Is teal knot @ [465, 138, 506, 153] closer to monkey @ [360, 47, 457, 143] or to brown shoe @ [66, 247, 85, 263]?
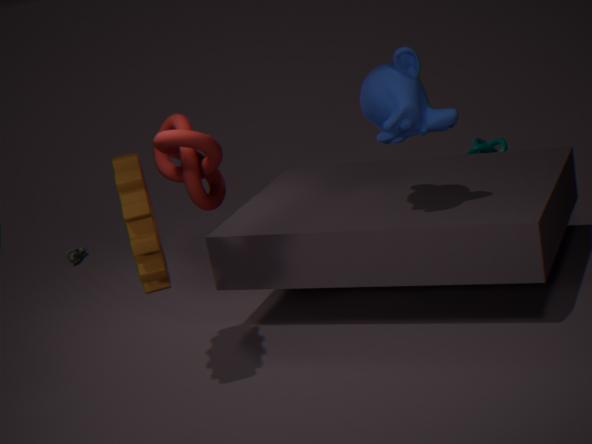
monkey @ [360, 47, 457, 143]
